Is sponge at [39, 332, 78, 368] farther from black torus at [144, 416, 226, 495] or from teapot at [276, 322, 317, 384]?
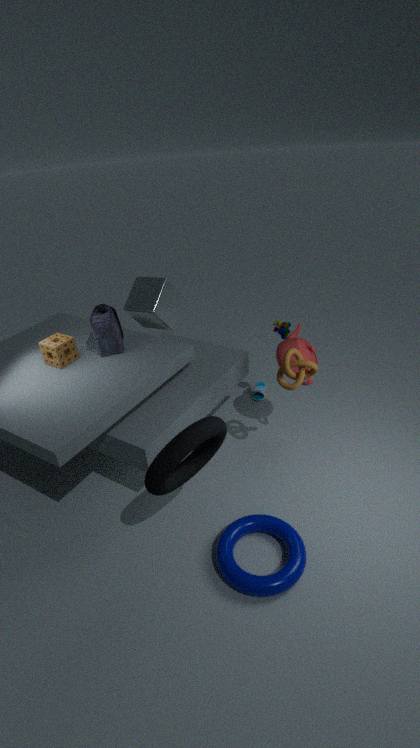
teapot at [276, 322, 317, 384]
